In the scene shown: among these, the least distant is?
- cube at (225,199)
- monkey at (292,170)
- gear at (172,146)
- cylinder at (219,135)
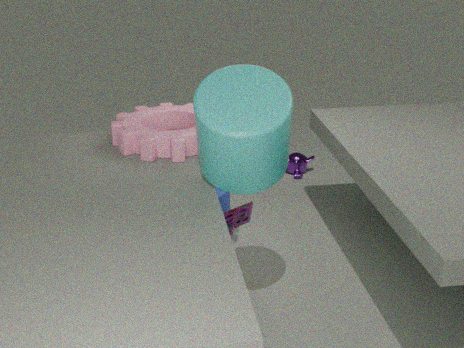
cylinder at (219,135)
